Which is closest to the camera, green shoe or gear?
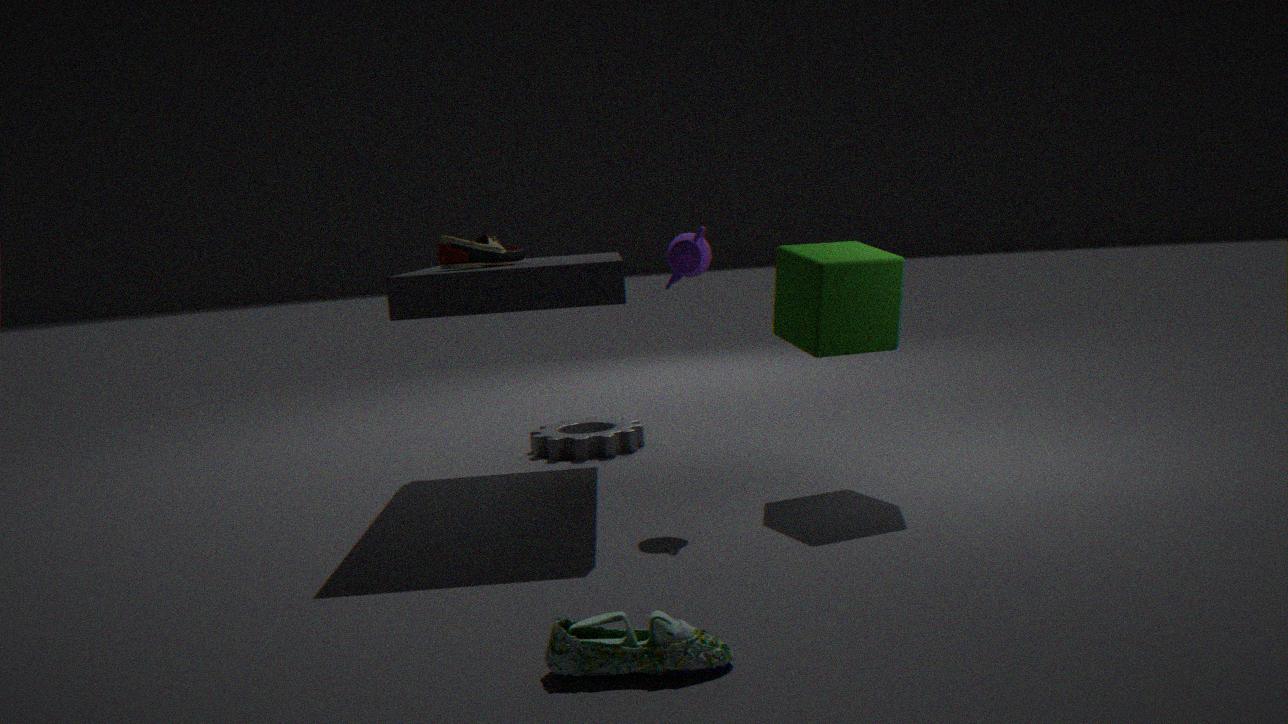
green shoe
